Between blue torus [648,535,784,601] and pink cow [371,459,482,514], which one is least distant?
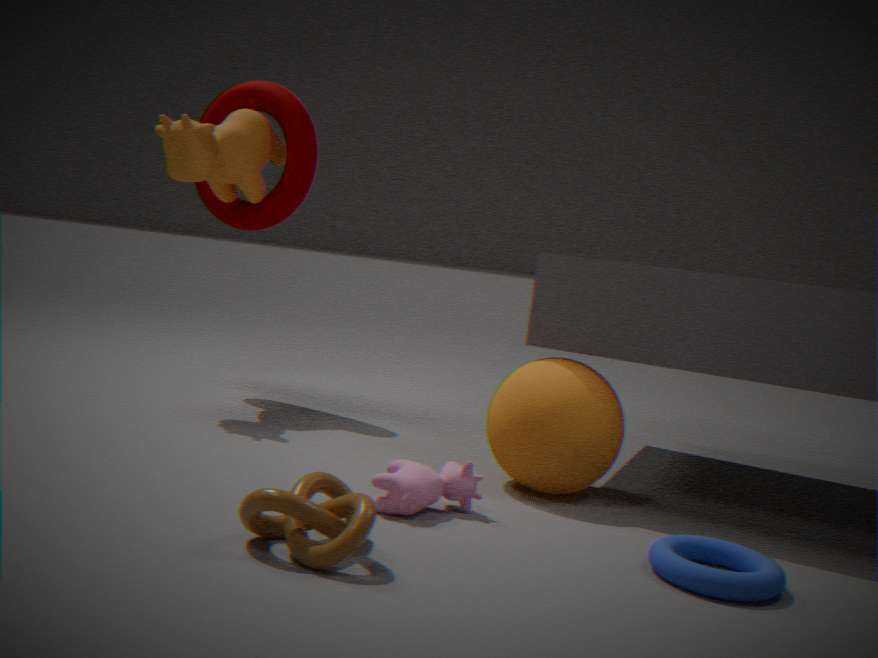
blue torus [648,535,784,601]
